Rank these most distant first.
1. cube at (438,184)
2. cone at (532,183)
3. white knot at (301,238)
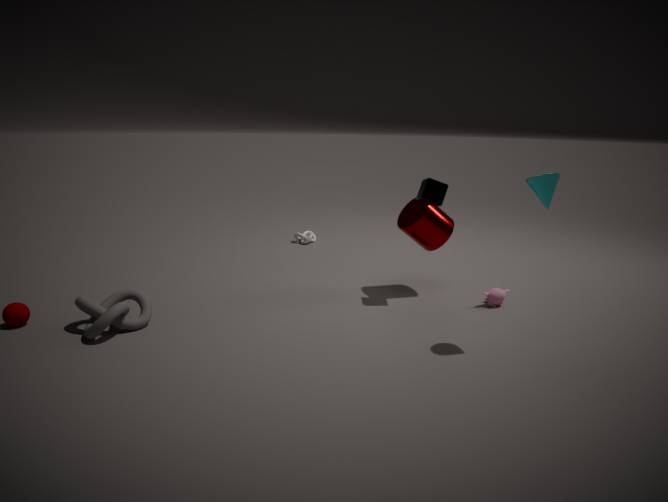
white knot at (301,238) < cube at (438,184) < cone at (532,183)
